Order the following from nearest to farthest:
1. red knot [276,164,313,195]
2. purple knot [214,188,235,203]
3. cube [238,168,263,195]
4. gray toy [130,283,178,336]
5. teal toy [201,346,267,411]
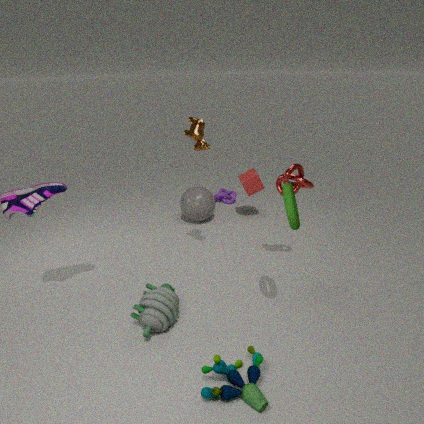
teal toy [201,346,267,411], gray toy [130,283,178,336], red knot [276,164,313,195], cube [238,168,263,195], purple knot [214,188,235,203]
